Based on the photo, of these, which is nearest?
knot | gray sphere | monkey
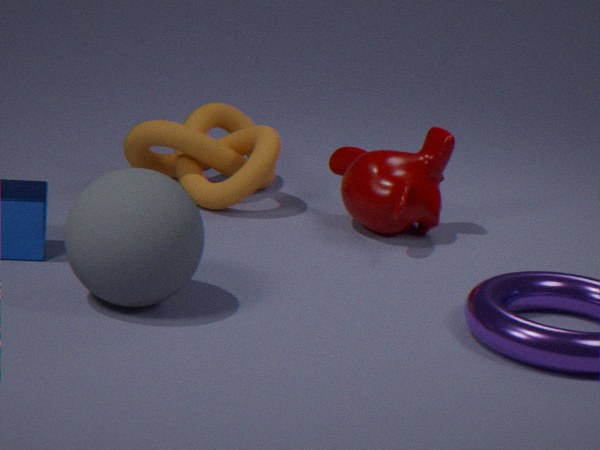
gray sphere
